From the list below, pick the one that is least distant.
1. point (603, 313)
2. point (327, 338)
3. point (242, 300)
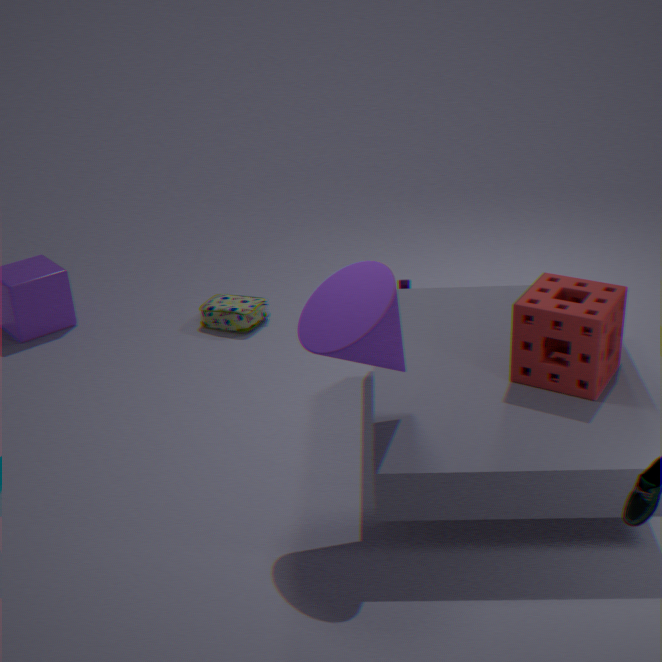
point (327, 338)
